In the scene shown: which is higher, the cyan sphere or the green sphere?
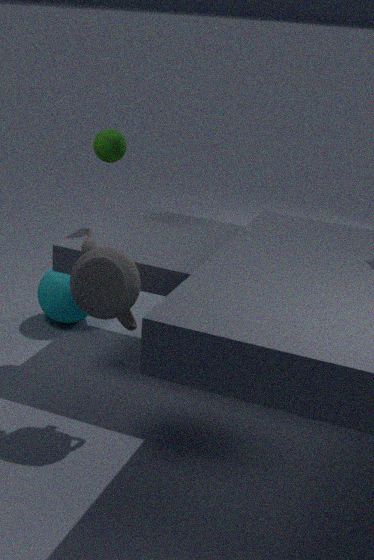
the green sphere
